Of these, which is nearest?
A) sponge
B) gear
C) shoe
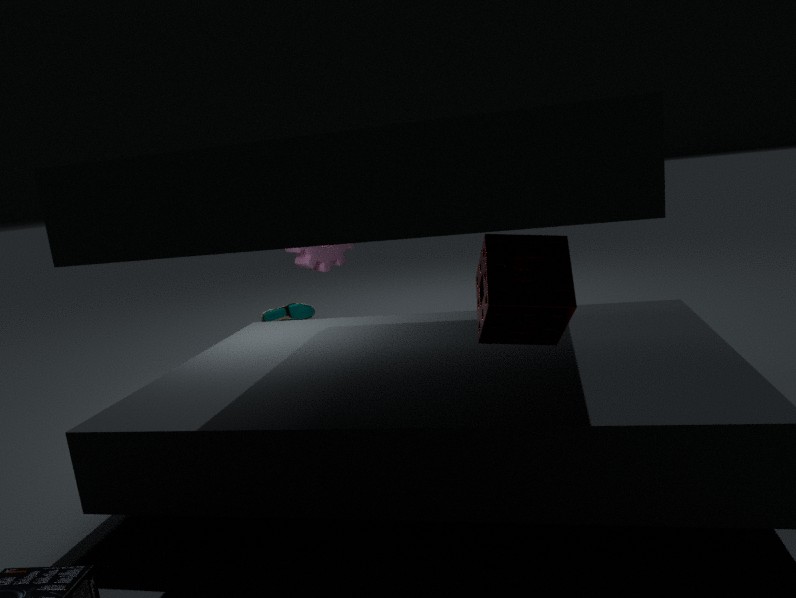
sponge
